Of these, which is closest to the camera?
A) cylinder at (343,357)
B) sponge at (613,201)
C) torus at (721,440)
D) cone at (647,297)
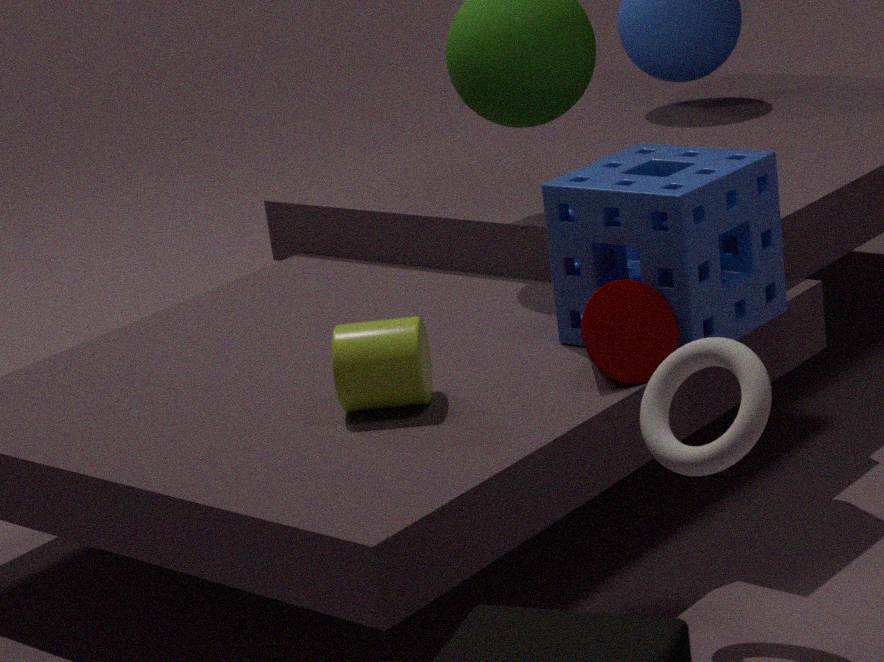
torus at (721,440)
